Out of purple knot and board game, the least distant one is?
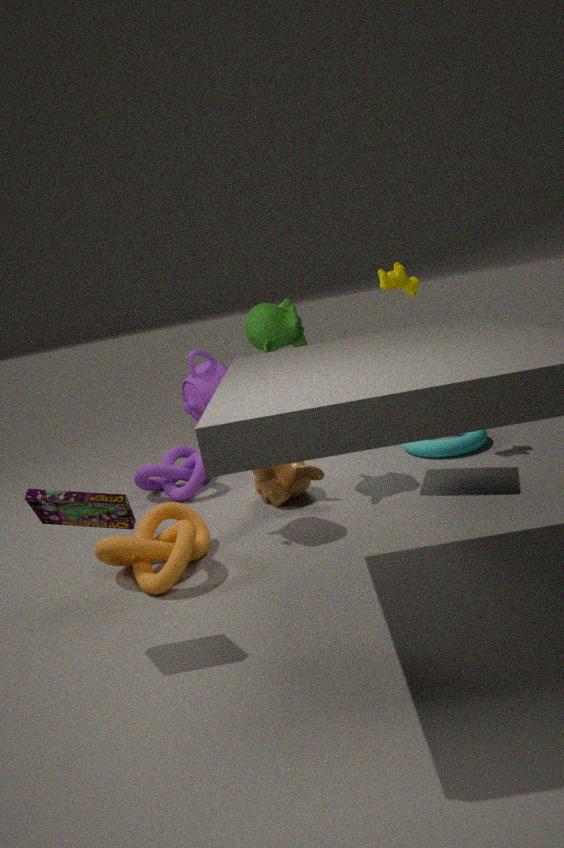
board game
